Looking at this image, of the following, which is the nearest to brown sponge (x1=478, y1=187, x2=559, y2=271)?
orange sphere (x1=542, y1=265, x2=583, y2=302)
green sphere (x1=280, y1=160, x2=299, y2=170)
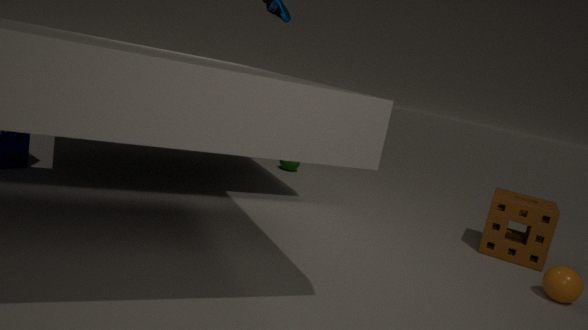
orange sphere (x1=542, y1=265, x2=583, y2=302)
